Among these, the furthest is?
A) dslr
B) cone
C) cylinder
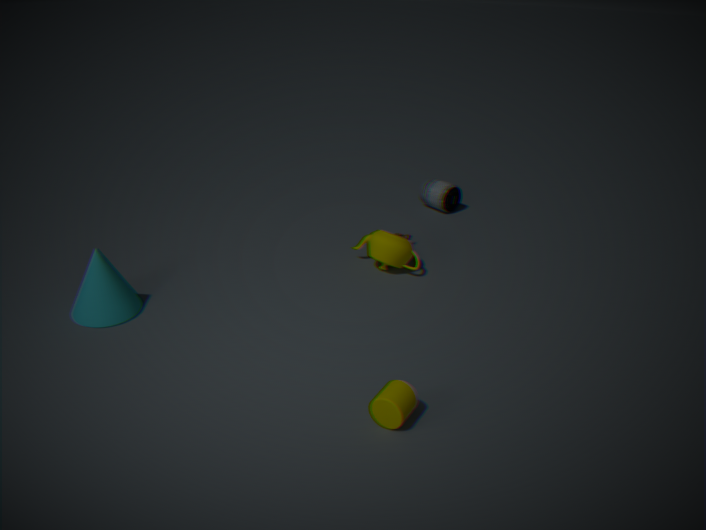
dslr
